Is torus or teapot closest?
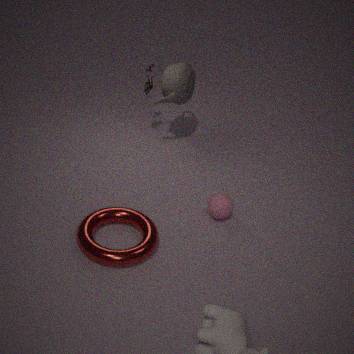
torus
